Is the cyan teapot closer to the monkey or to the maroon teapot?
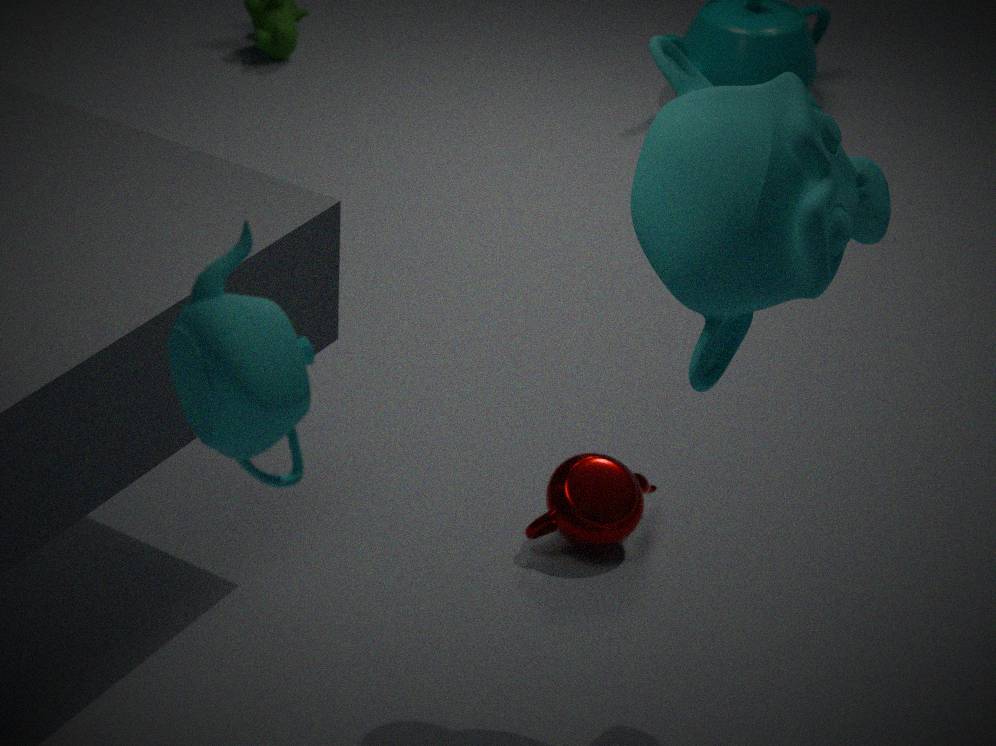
the monkey
